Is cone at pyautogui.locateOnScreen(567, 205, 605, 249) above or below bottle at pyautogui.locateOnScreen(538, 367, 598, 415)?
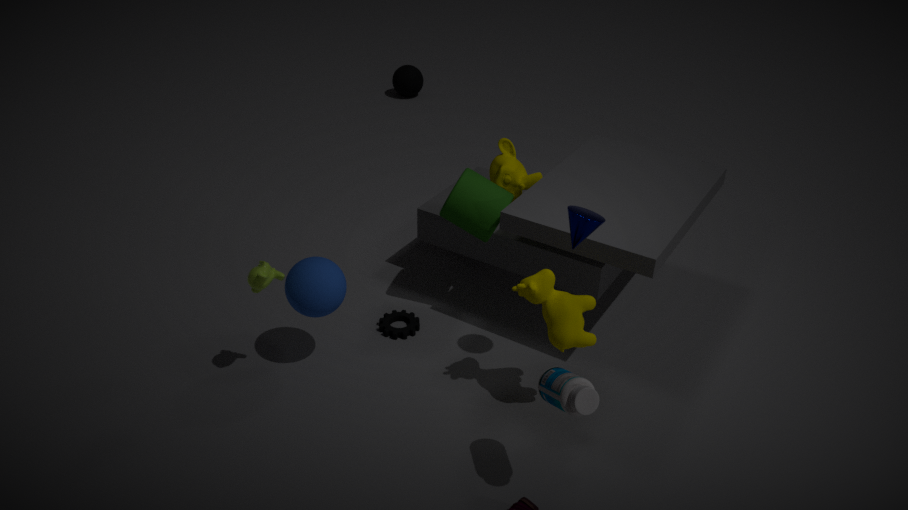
above
